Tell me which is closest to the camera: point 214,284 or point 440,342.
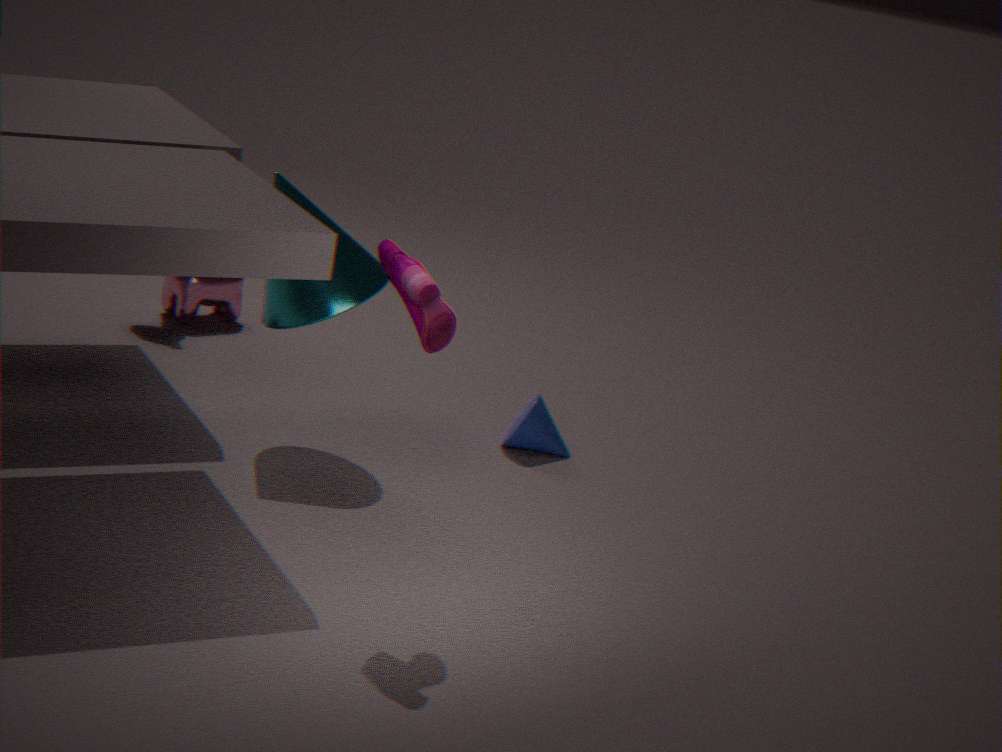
point 440,342
